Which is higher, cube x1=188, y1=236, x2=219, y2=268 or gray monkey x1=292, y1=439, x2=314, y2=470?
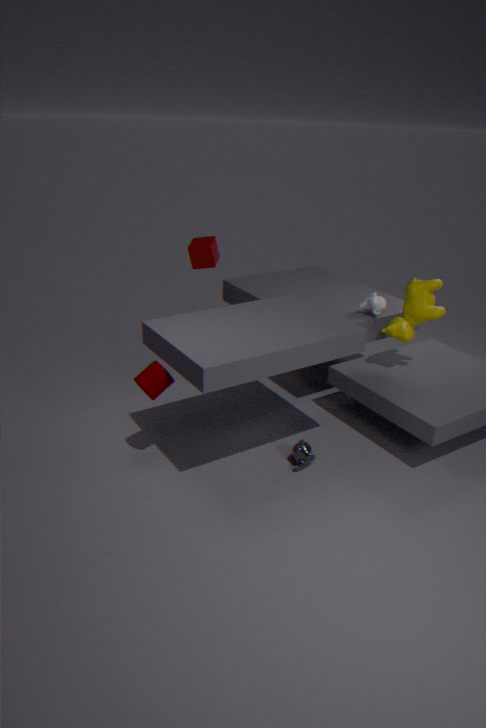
cube x1=188, y1=236, x2=219, y2=268
